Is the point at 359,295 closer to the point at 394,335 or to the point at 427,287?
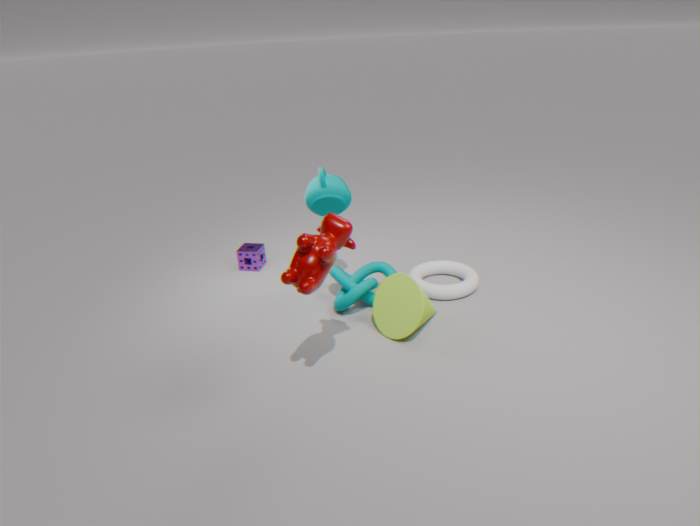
the point at 394,335
